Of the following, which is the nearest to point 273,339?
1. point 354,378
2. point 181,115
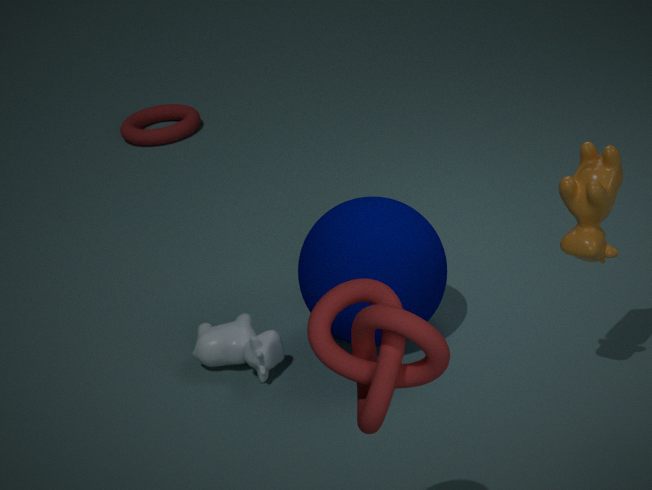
point 354,378
